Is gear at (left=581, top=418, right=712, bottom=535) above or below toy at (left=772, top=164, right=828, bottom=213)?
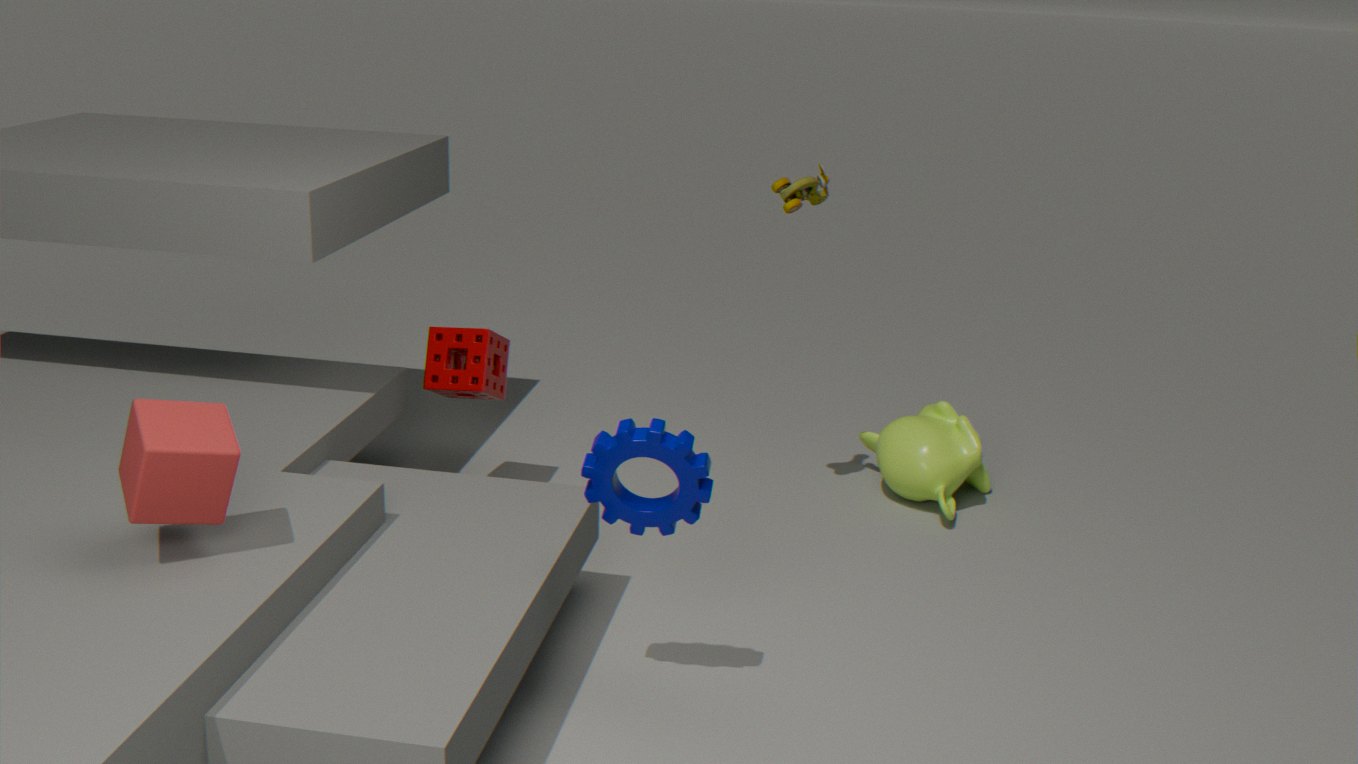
below
